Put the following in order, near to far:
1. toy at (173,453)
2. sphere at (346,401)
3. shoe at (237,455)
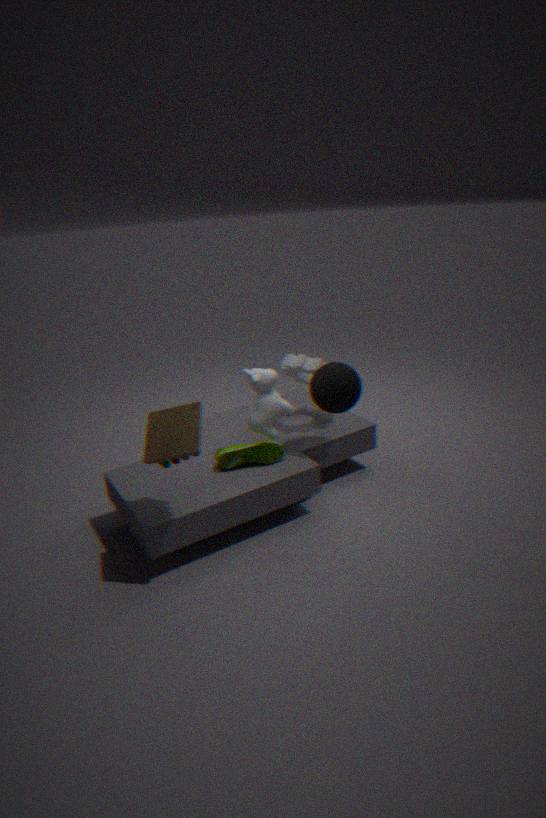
toy at (173,453), sphere at (346,401), shoe at (237,455)
